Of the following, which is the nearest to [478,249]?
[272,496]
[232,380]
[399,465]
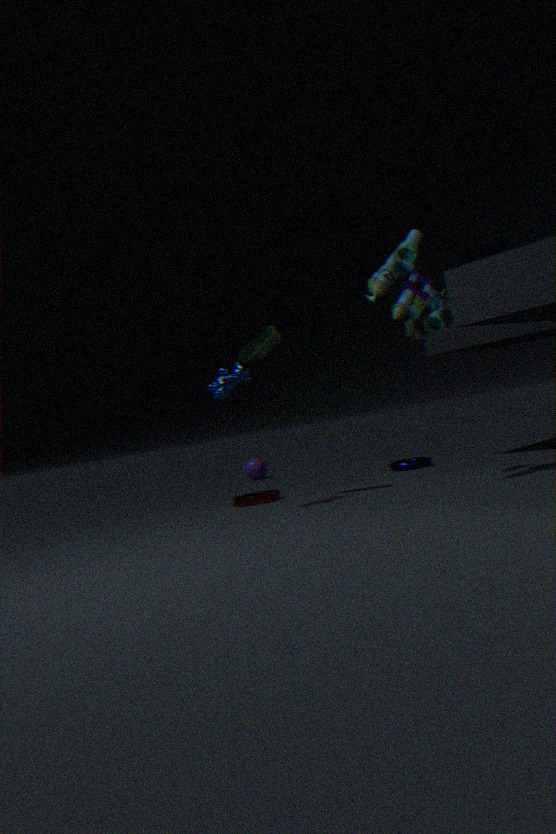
[232,380]
